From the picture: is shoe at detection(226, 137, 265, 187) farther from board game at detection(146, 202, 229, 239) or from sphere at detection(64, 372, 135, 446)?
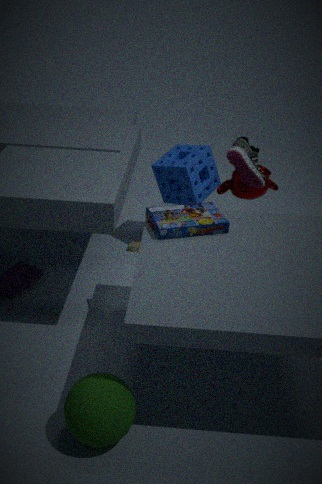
sphere at detection(64, 372, 135, 446)
